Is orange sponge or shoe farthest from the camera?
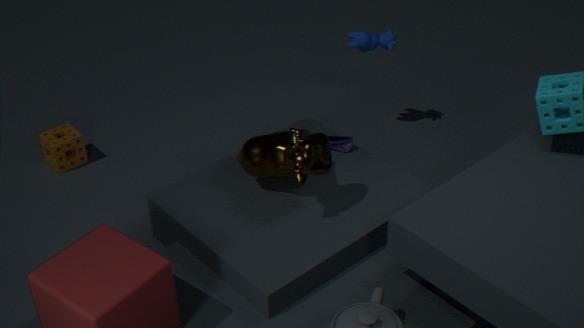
orange sponge
